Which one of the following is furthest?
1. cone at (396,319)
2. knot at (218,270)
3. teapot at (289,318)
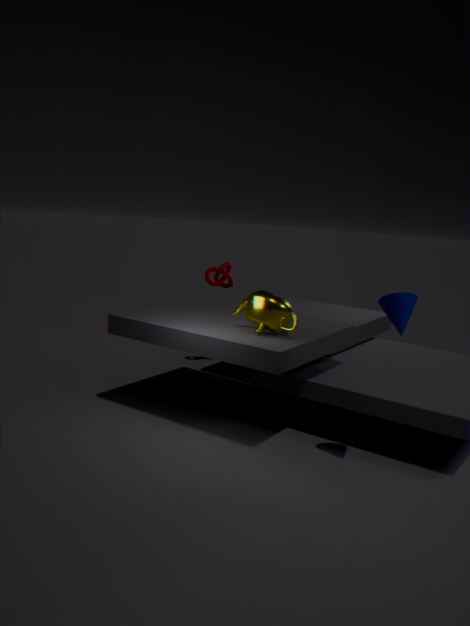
knot at (218,270)
